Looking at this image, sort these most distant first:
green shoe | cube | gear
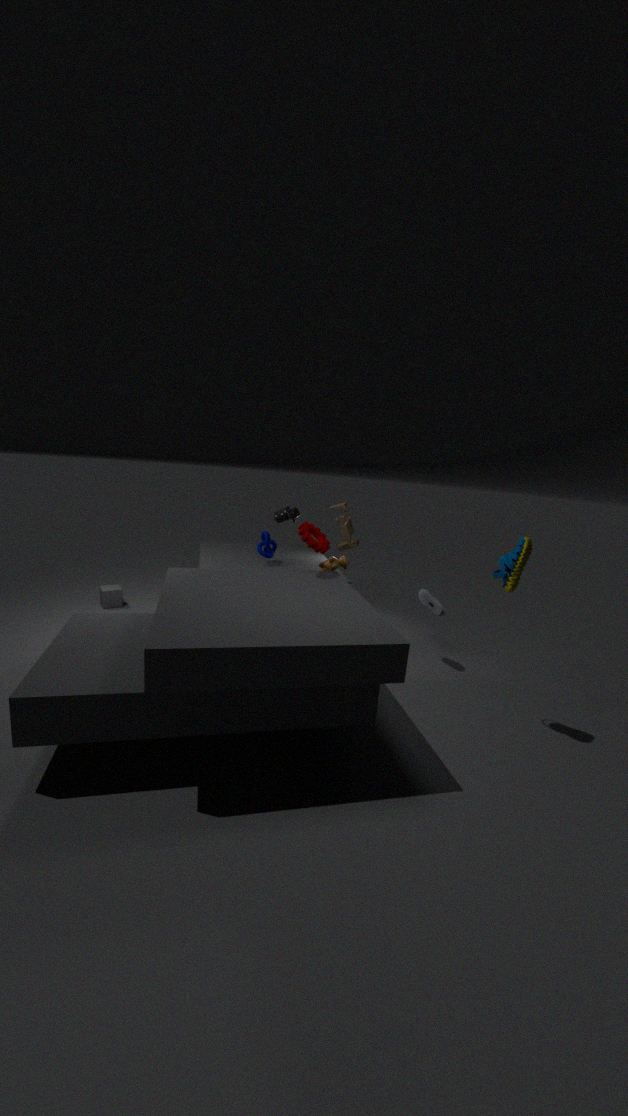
1. cube
2. gear
3. green shoe
